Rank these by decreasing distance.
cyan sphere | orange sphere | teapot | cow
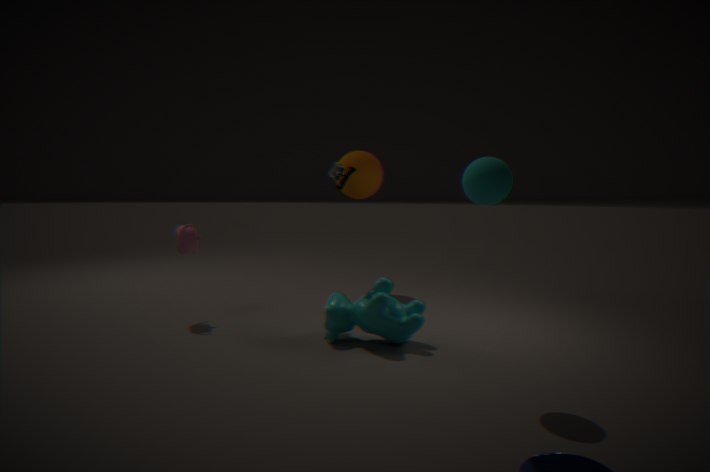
orange sphere
teapot
cow
cyan sphere
